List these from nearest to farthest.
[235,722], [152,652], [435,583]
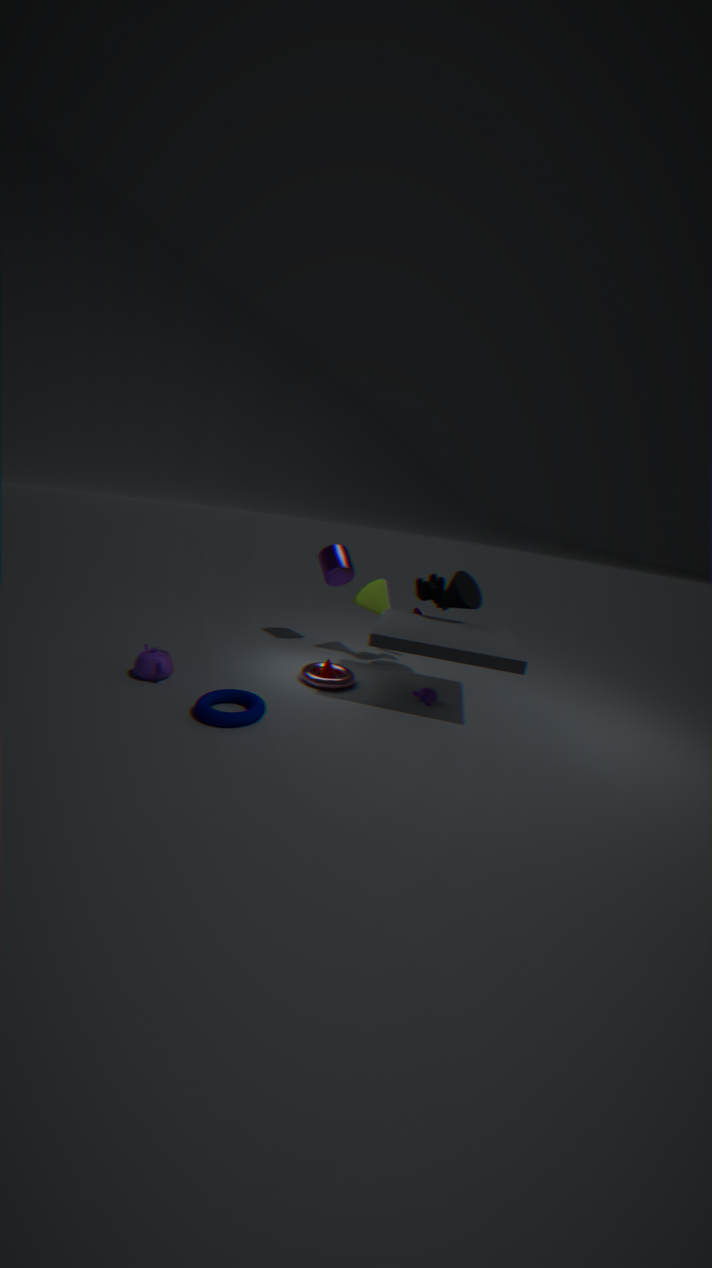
[235,722], [152,652], [435,583]
